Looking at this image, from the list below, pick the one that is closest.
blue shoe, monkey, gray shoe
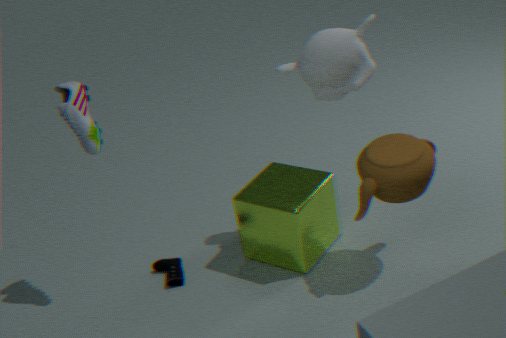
gray shoe
